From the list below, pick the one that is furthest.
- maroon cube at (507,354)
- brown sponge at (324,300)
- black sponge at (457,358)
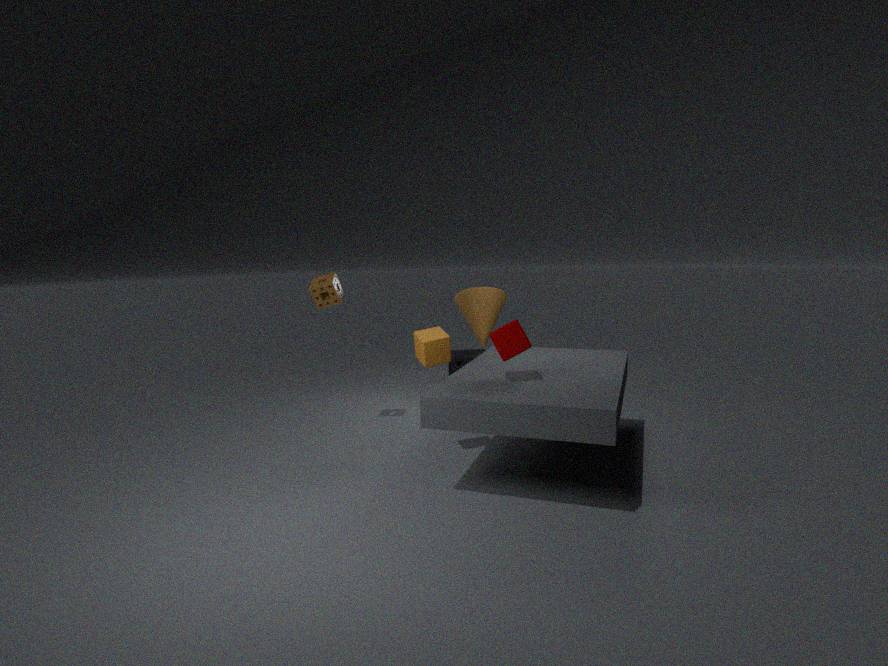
black sponge at (457,358)
